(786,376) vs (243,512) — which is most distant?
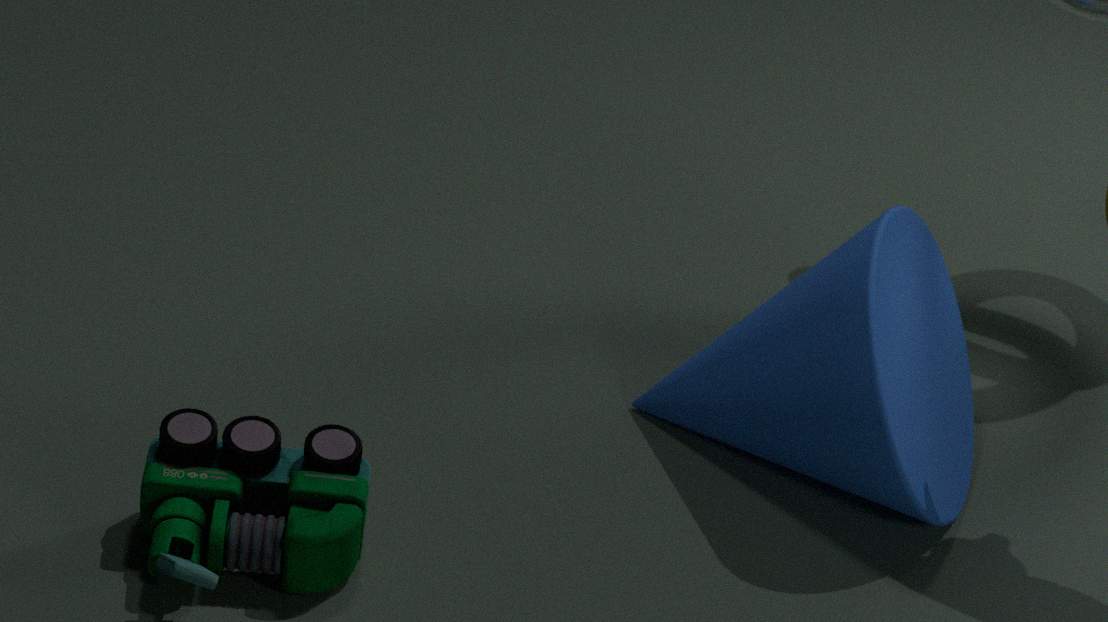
(786,376)
